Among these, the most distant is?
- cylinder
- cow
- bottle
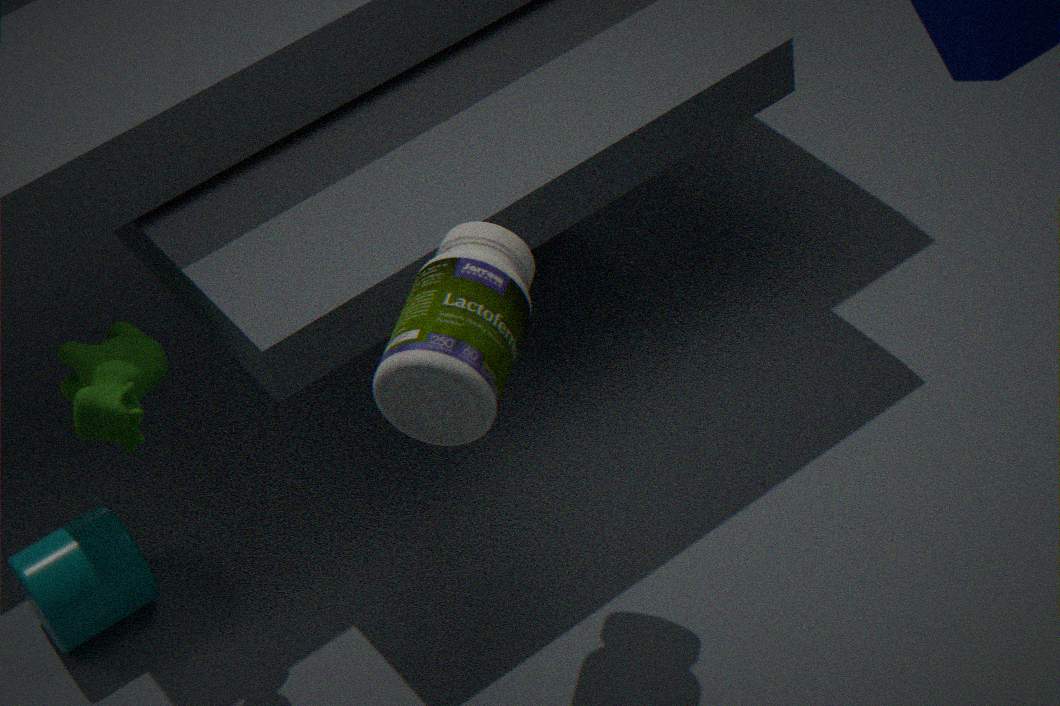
cylinder
